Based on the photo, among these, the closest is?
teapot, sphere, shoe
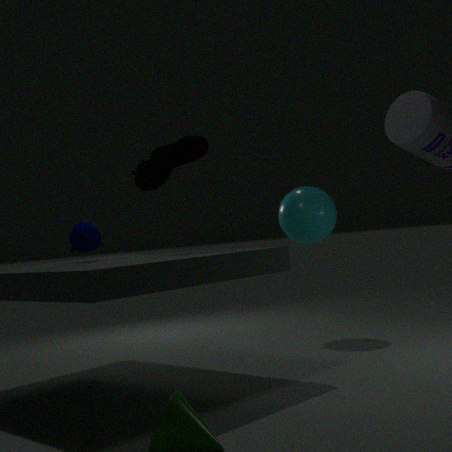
shoe
